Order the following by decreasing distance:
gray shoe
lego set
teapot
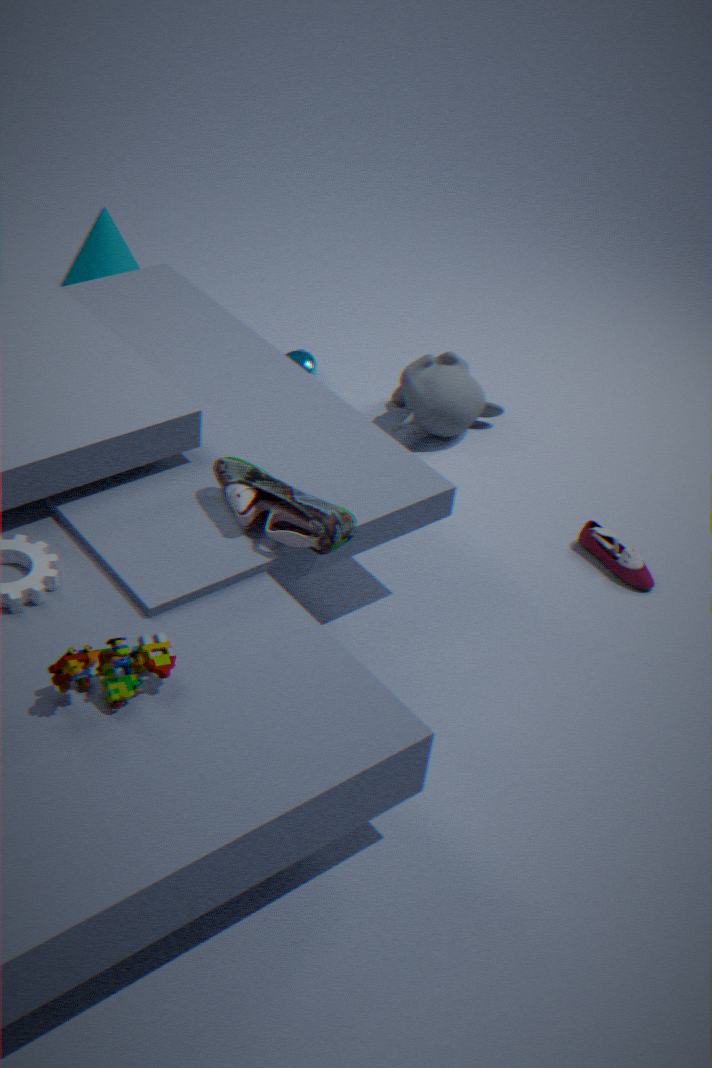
teapot, gray shoe, lego set
